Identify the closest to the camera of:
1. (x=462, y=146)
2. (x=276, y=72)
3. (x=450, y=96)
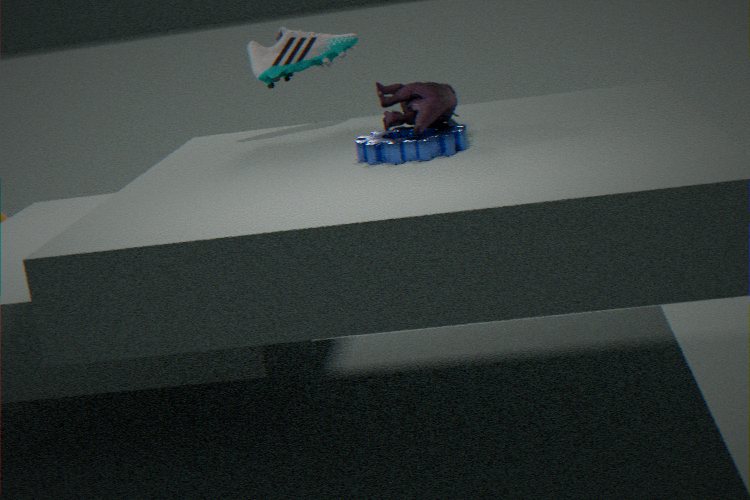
(x=462, y=146)
